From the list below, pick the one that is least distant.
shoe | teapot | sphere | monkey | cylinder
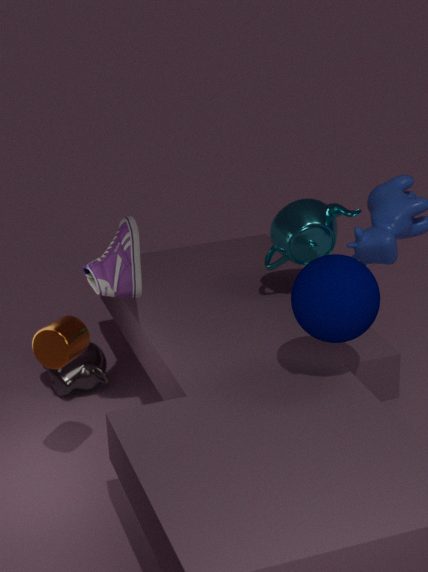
sphere
